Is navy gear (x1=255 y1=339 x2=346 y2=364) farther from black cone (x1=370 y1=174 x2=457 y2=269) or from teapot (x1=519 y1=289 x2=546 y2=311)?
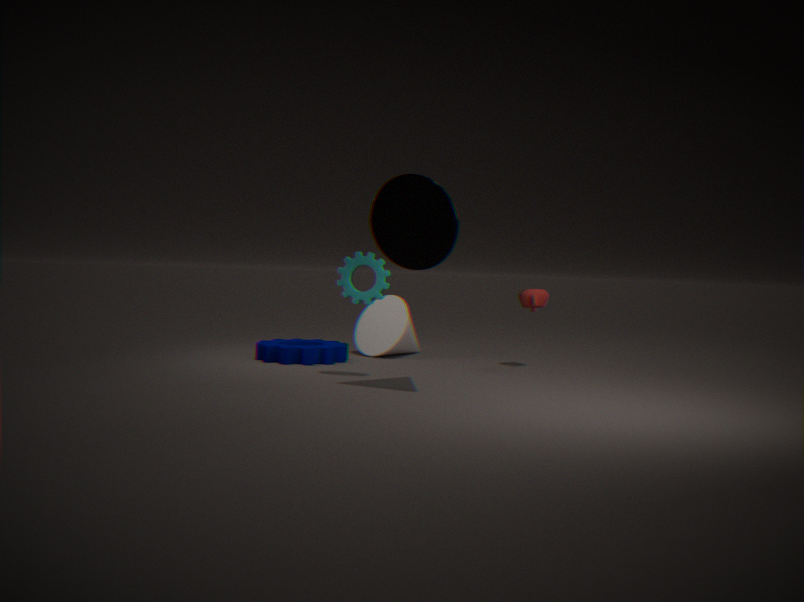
black cone (x1=370 y1=174 x2=457 y2=269)
